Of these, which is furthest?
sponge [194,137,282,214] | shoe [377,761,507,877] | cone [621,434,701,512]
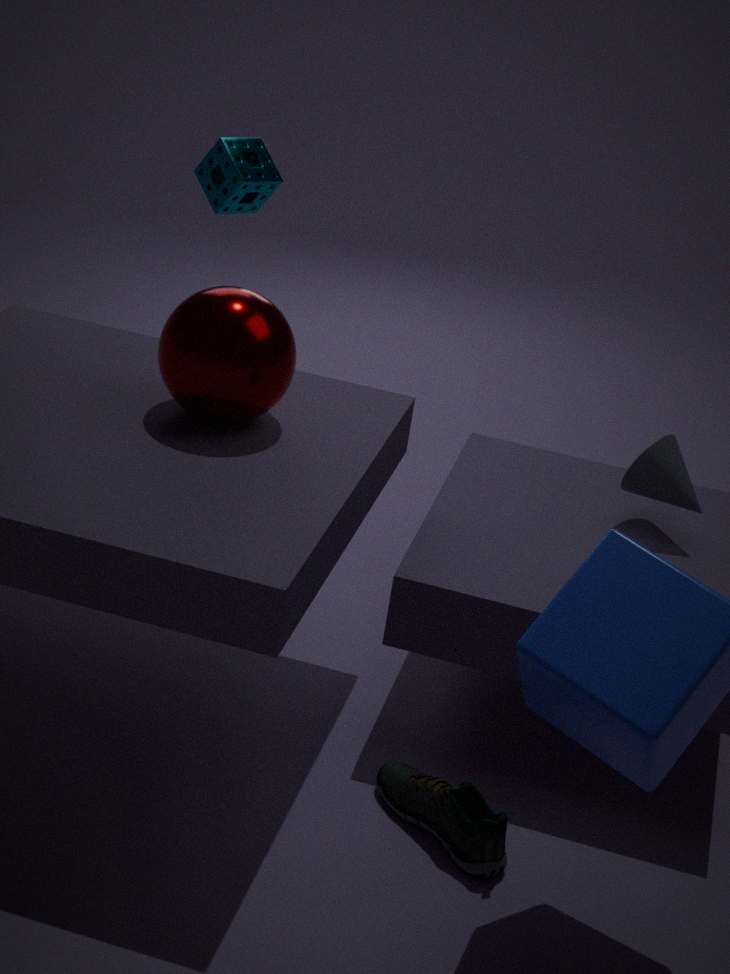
sponge [194,137,282,214]
